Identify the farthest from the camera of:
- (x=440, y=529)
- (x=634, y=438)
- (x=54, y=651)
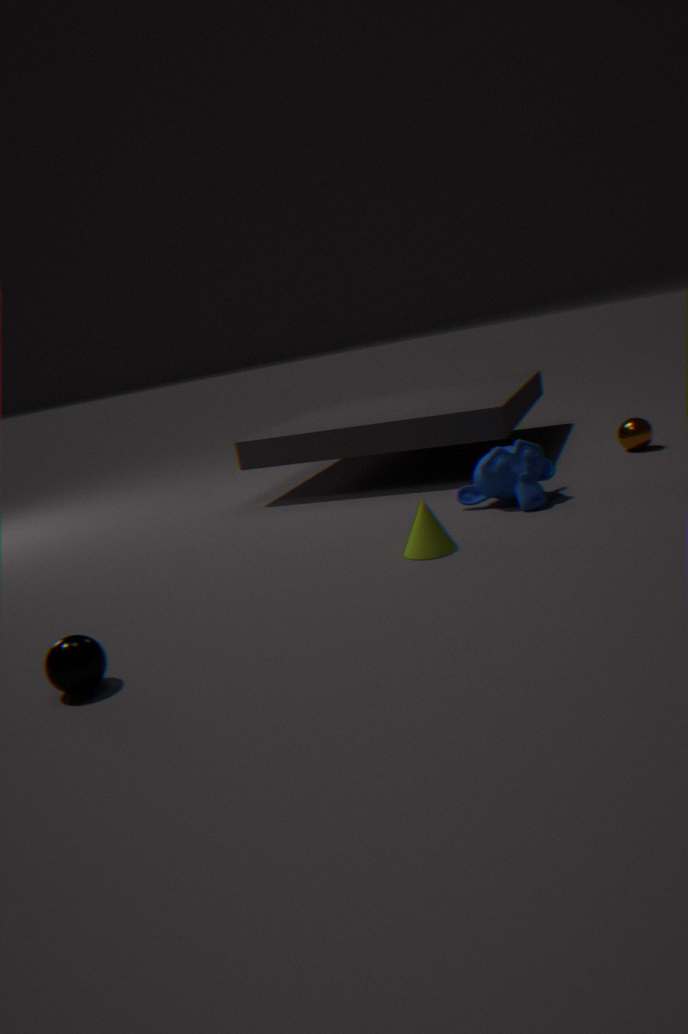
(x=634, y=438)
